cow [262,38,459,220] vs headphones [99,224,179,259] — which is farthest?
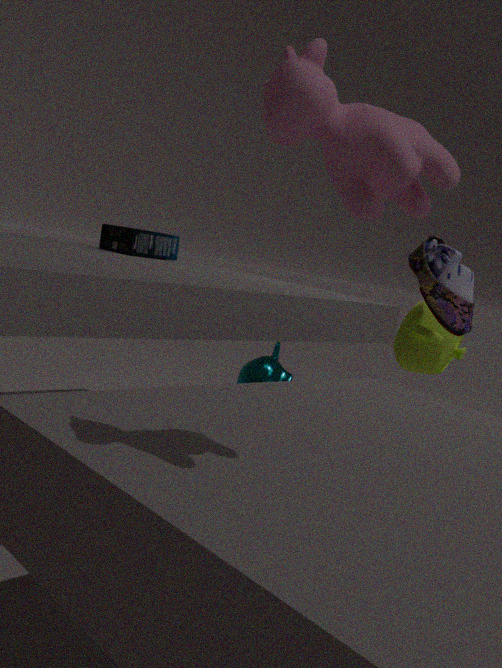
headphones [99,224,179,259]
